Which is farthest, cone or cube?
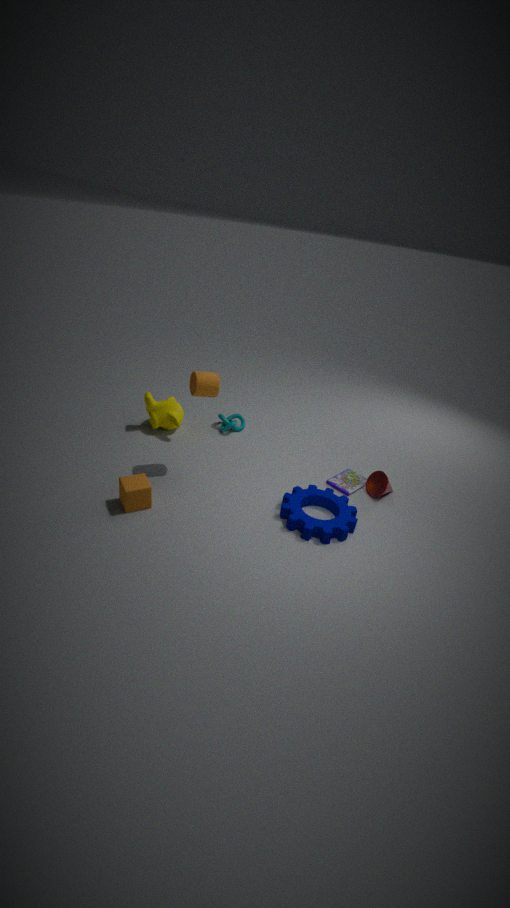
cone
